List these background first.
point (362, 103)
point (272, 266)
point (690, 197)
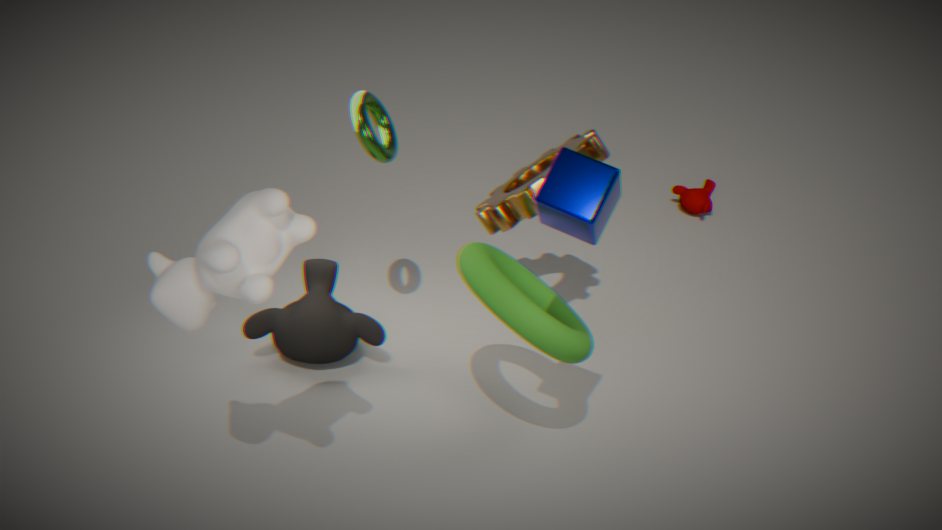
point (690, 197) → point (362, 103) → point (272, 266)
